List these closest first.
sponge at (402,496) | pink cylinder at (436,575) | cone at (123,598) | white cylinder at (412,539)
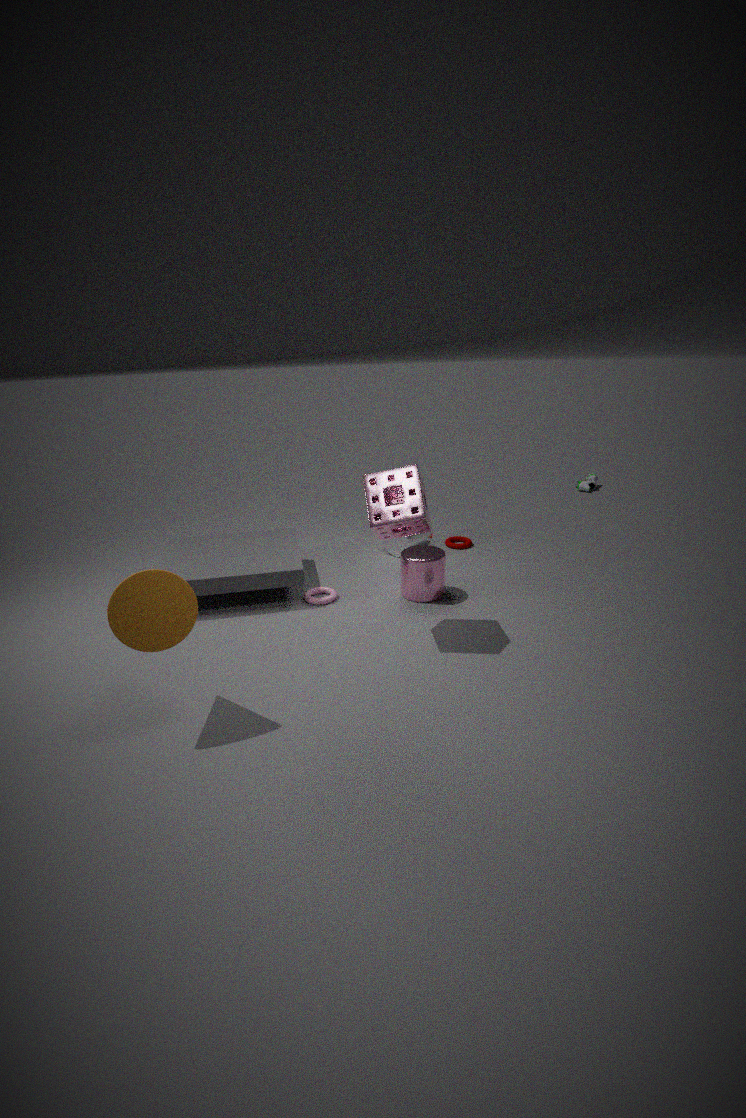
1. cone at (123,598)
2. sponge at (402,496)
3. pink cylinder at (436,575)
4. white cylinder at (412,539)
